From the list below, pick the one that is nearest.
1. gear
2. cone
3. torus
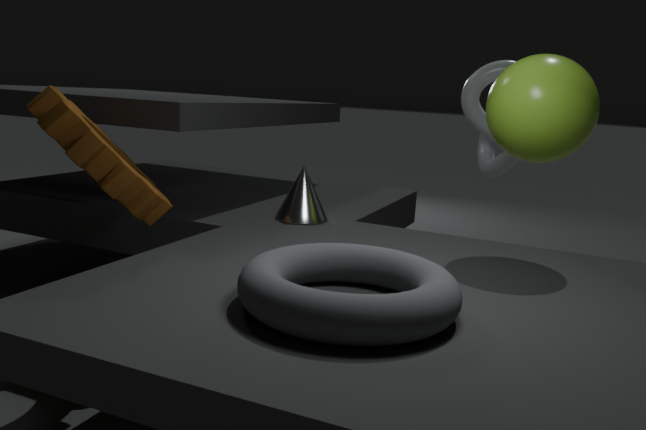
torus
